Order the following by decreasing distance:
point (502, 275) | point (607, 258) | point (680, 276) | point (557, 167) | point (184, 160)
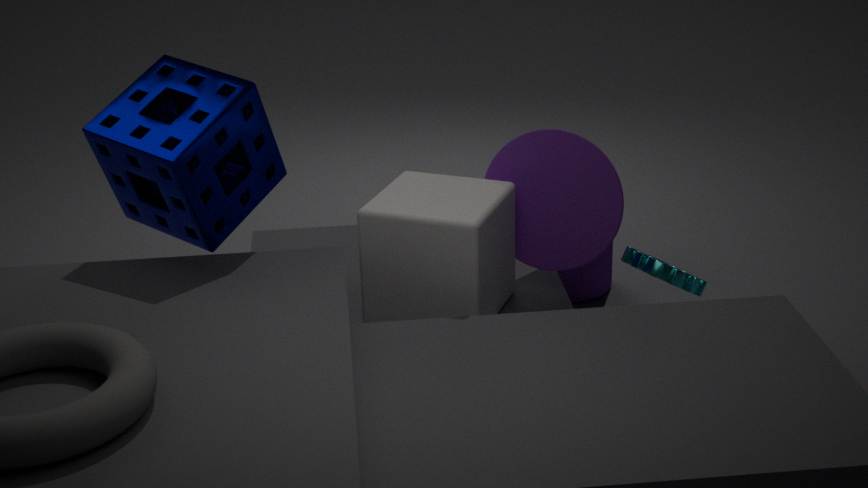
point (607, 258) < point (680, 276) < point (557, 167) < point (502, 275) < point (184, 160)
